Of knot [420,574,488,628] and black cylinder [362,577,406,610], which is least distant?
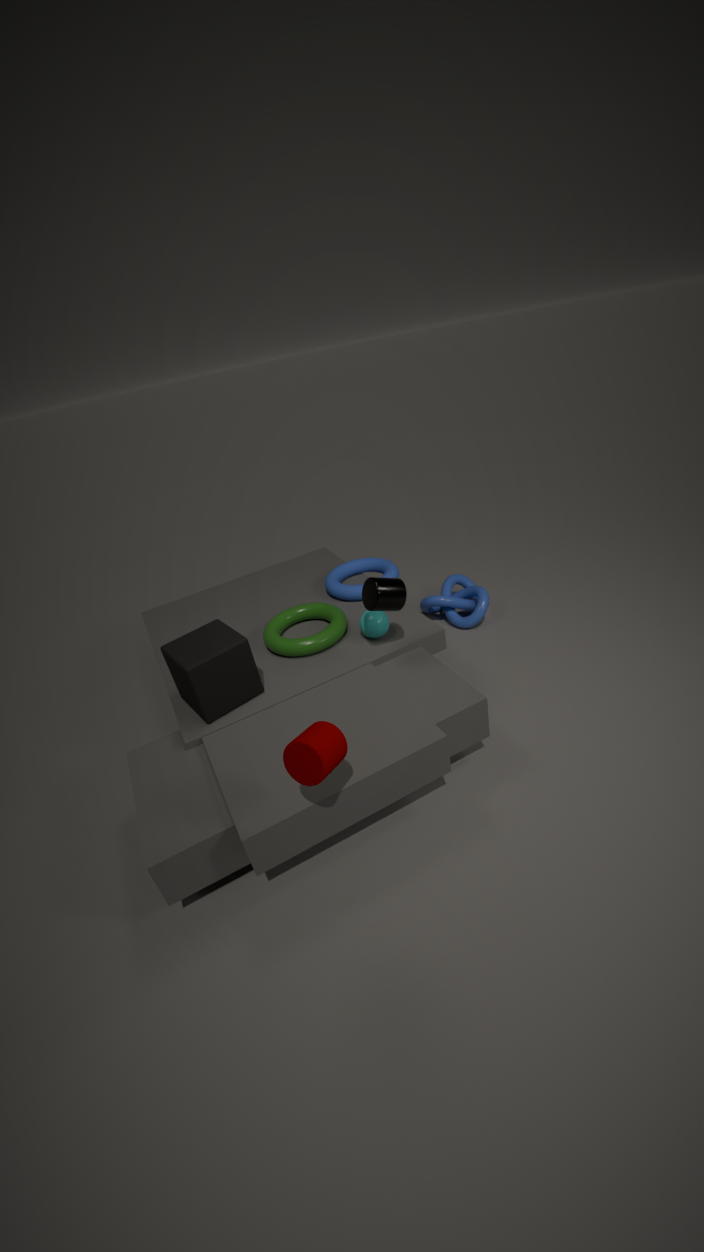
black cylinder [362,577,406,610]
